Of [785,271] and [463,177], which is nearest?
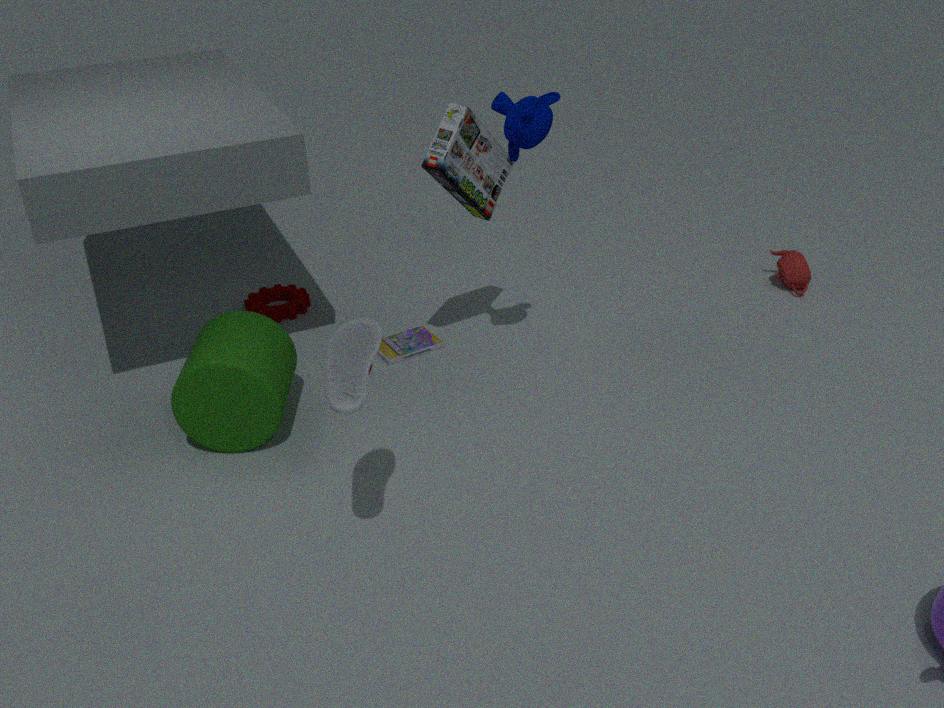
[463,177]
